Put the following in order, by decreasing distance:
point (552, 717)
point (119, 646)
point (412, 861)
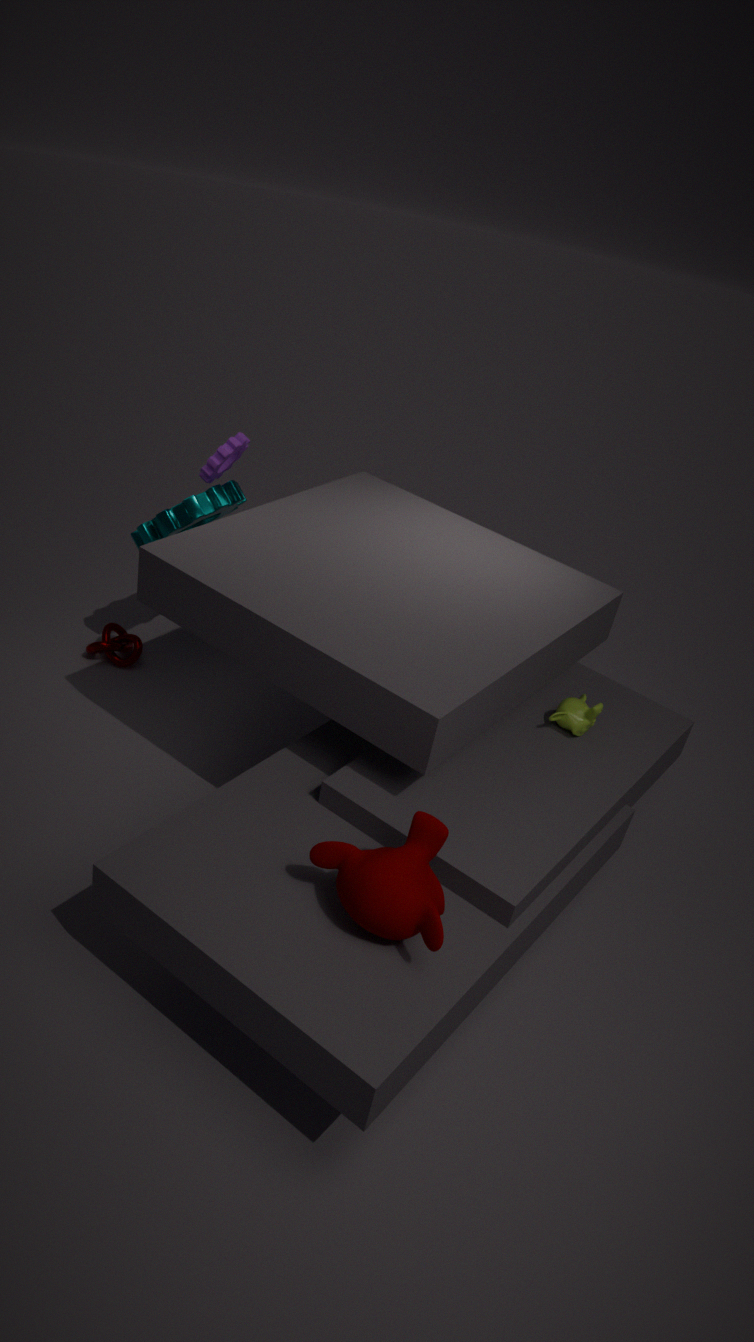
1. point (119, 646)
2. point (552, 717)
3. point (412, 861)
